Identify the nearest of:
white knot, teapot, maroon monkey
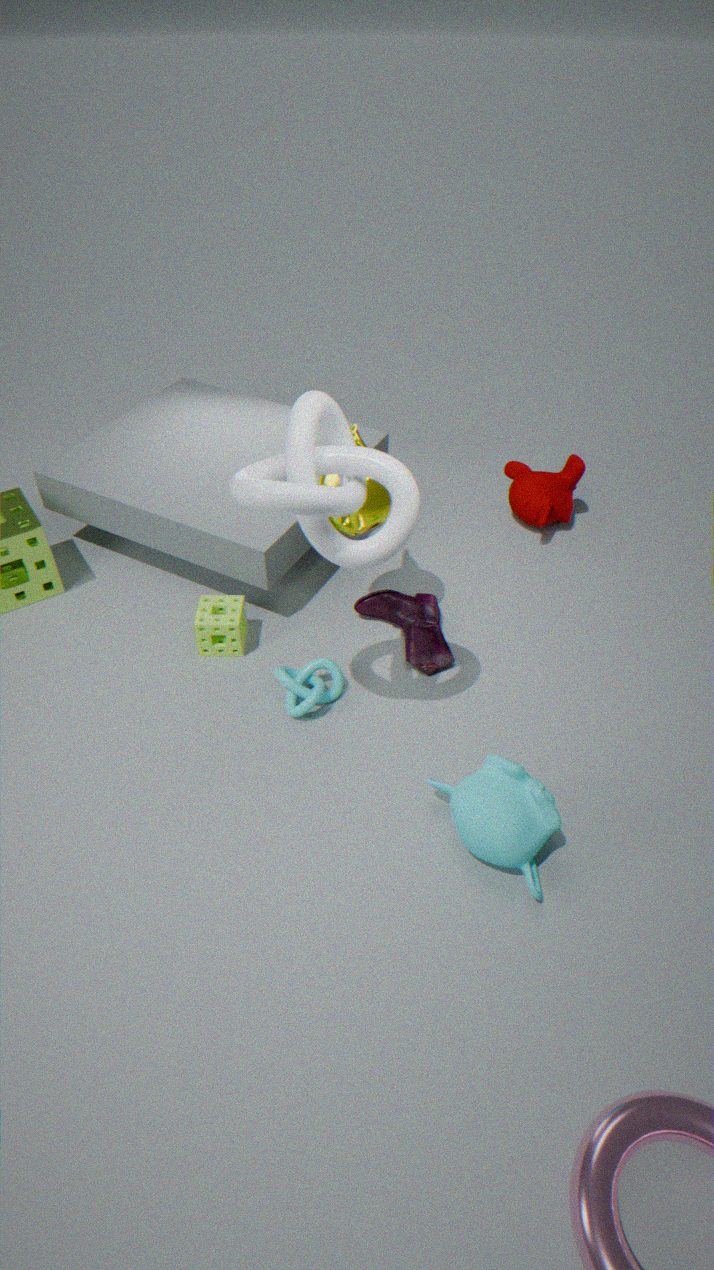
white knot
